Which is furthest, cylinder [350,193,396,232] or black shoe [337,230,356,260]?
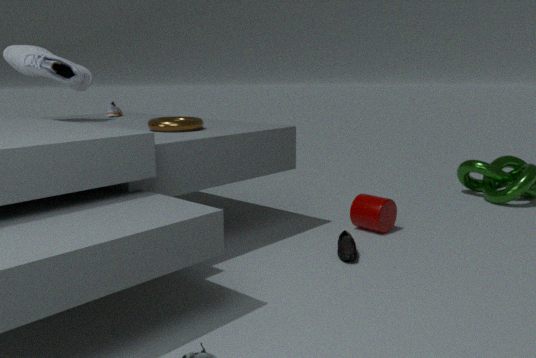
cylinder [350,193,396,232]
